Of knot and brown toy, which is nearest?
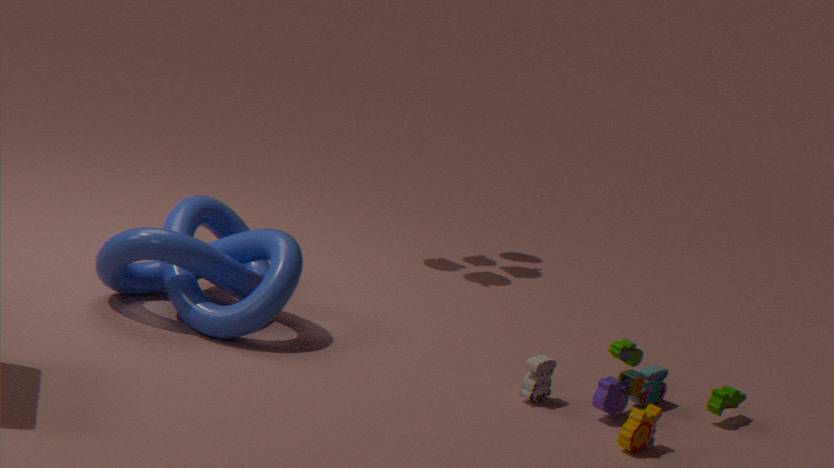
brown toy
